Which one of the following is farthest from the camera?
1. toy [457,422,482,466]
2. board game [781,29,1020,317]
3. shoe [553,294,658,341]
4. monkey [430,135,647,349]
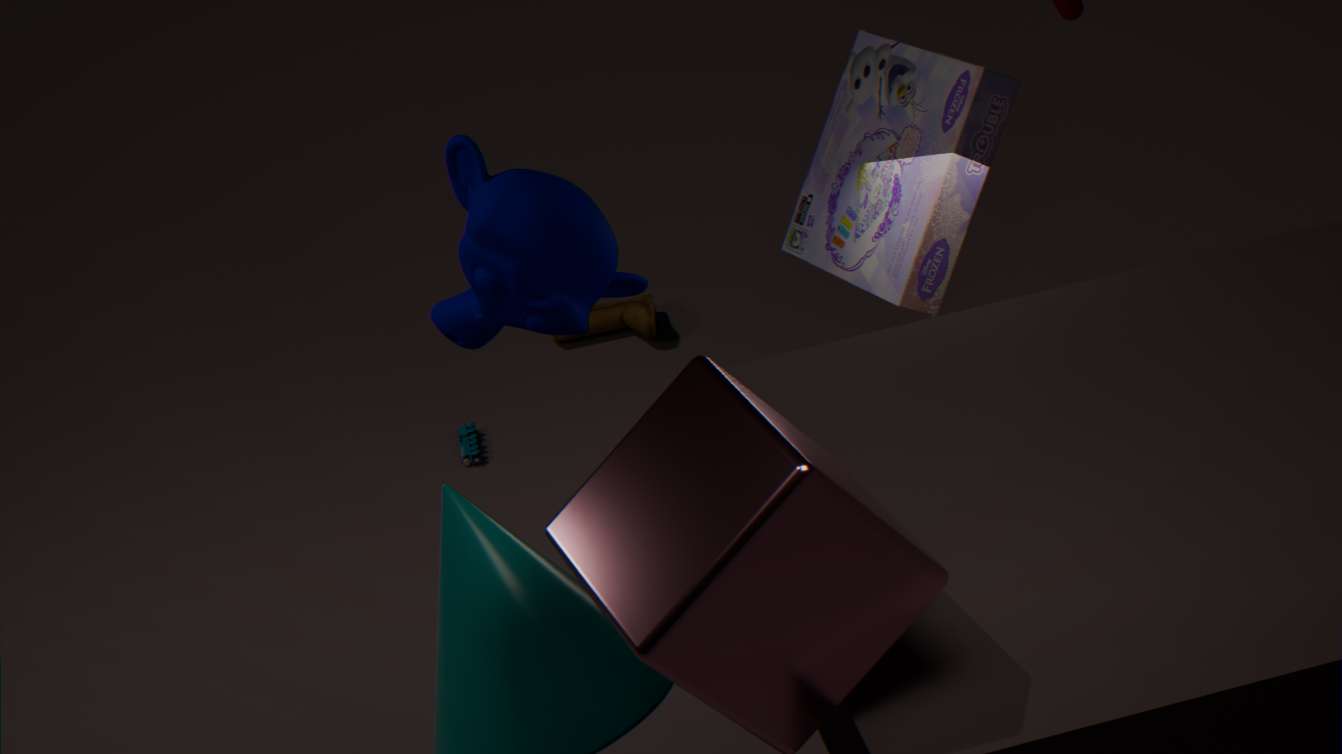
shoe [553,294,658,341]
